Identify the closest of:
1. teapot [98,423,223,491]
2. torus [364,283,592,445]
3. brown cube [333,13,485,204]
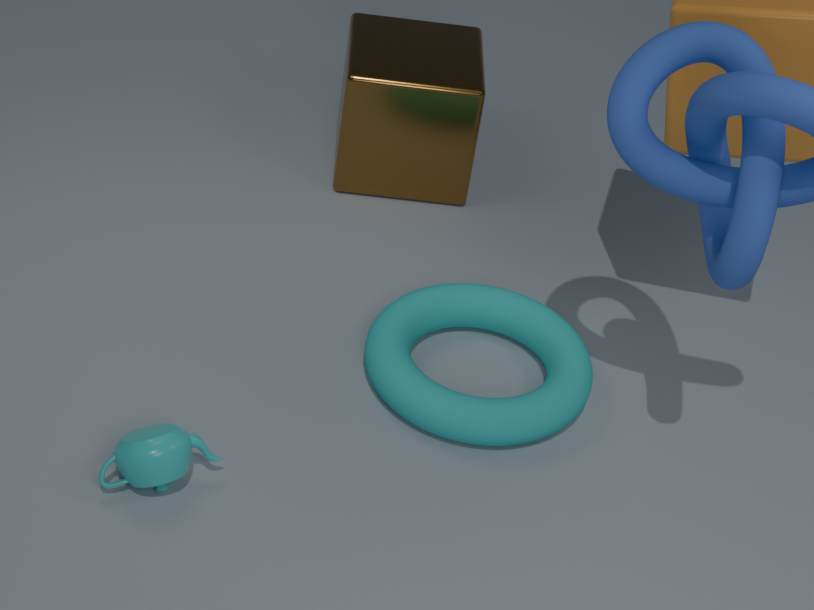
teapot [98,423,223,491]
